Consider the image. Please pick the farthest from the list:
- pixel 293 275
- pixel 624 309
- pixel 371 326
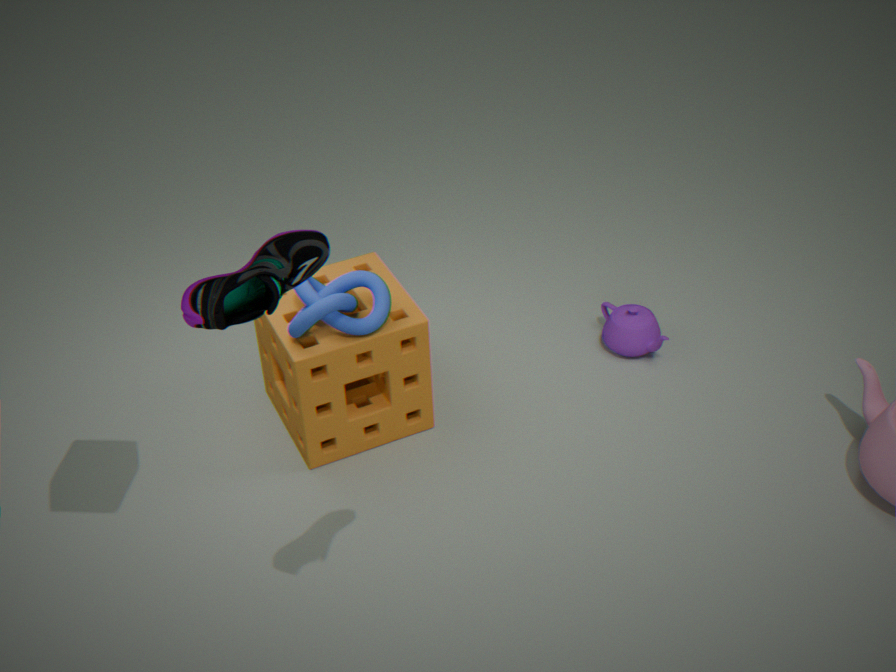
pixel 624 309
